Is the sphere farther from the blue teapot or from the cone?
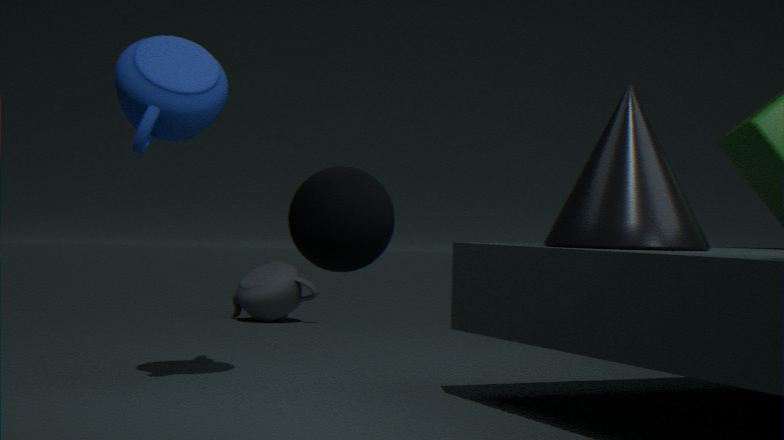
the blue teapot
